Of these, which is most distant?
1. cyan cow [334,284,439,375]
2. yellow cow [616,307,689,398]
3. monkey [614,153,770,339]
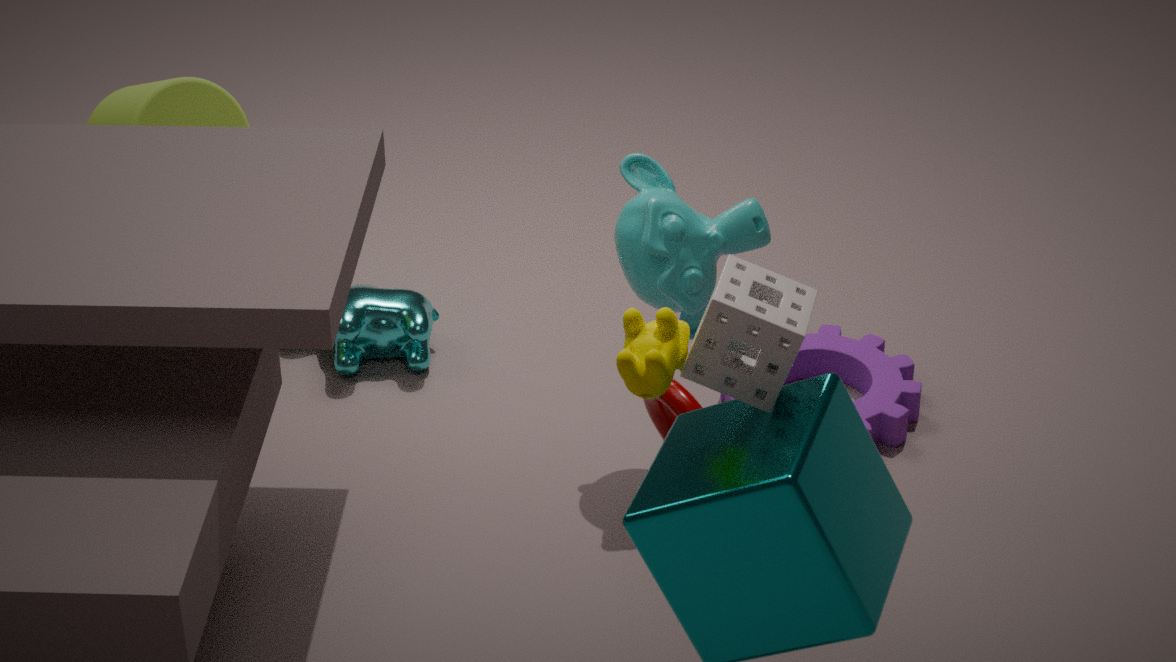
cyan cow [334,284,439,375]
